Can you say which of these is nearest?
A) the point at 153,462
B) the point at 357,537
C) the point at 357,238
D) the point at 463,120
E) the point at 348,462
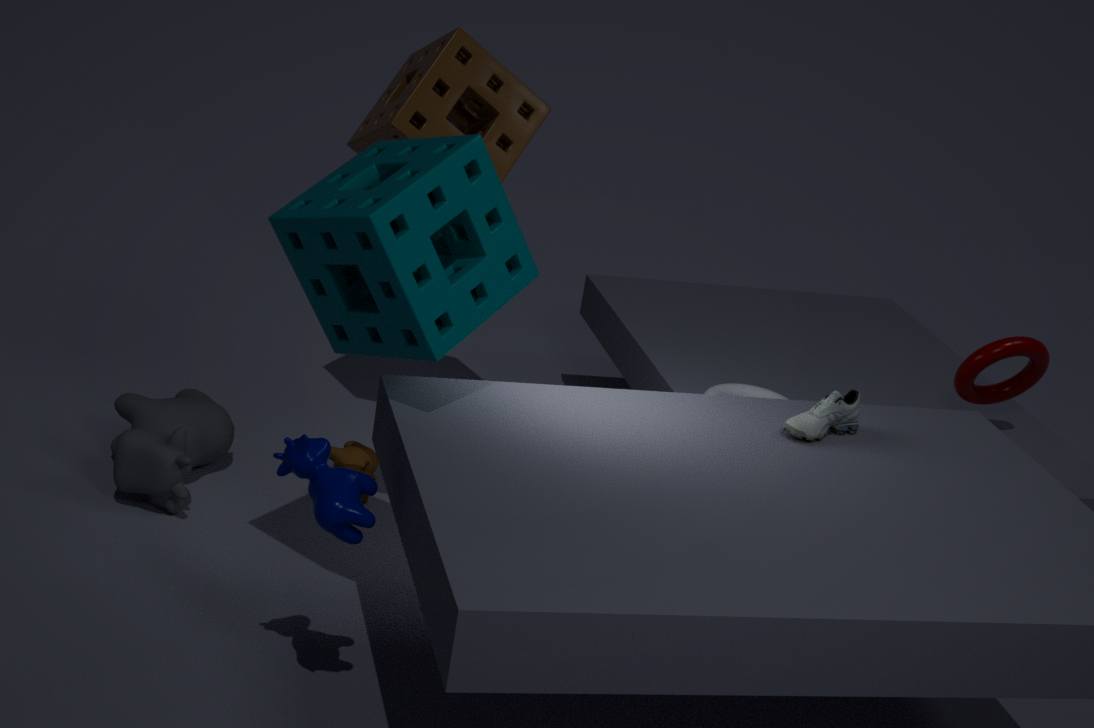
the point at 357,537
